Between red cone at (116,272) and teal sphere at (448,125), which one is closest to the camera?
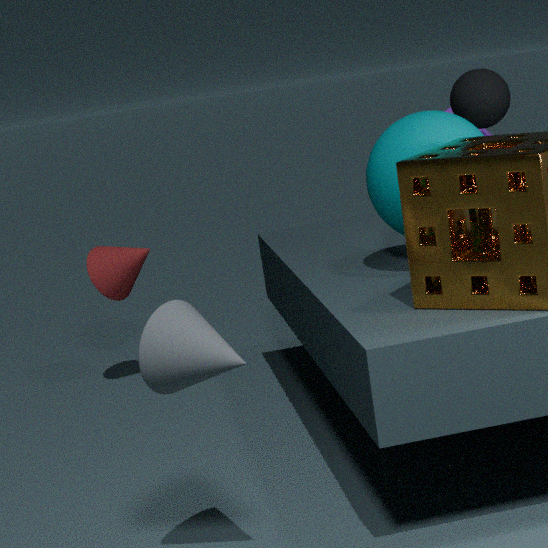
teal sphere at (448,125)
